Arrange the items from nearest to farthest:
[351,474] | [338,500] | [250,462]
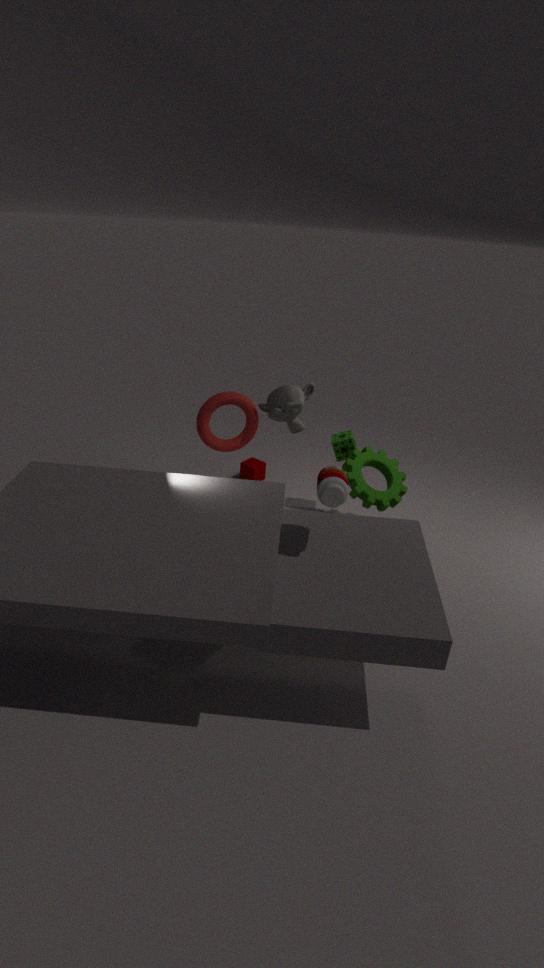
1. [338,500]
2. [351,474]
3. [250,462]
